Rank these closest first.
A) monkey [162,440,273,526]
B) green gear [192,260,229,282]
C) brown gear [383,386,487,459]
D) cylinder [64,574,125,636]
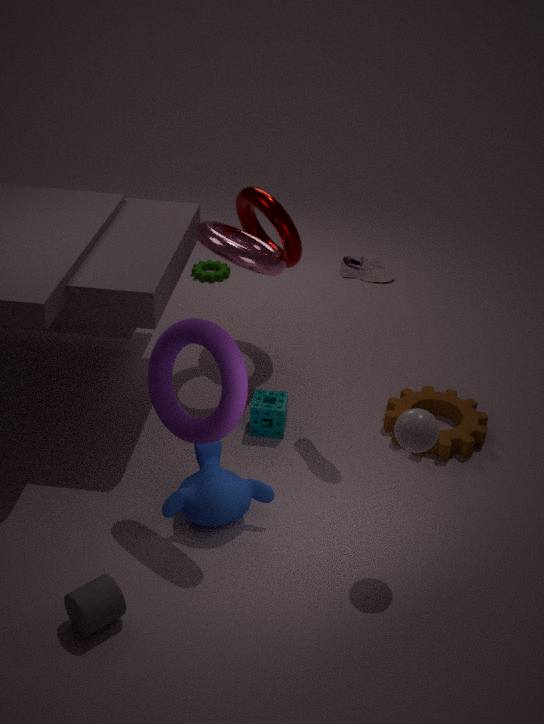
cylinder [64,574,125,636], monkey [162,440,273,526], brown gear [383,386,487,459], green gear [192,260,229,282]
